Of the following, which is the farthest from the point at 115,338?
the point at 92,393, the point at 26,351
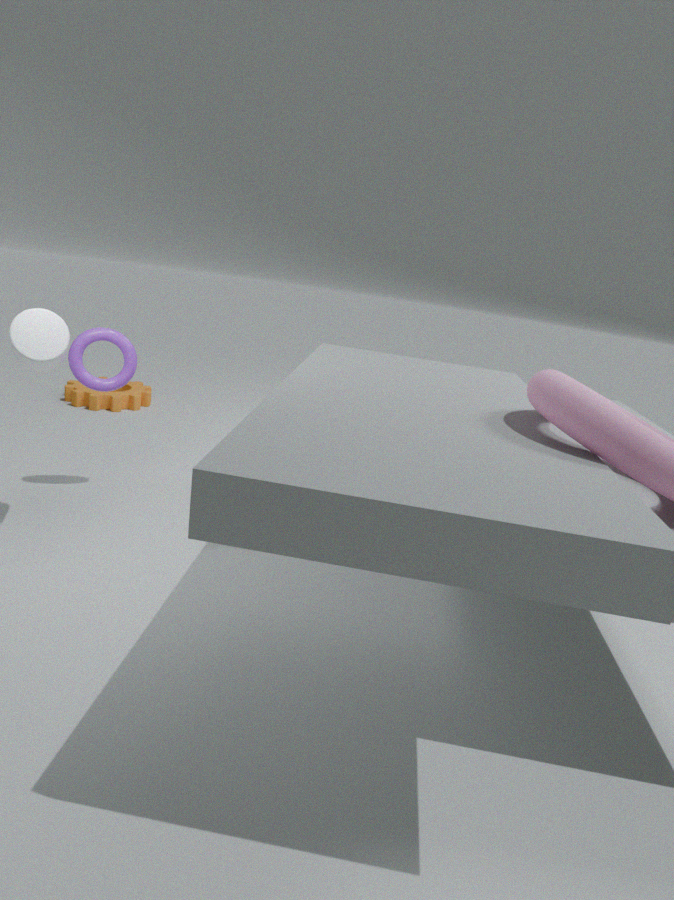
the point at 92,393
